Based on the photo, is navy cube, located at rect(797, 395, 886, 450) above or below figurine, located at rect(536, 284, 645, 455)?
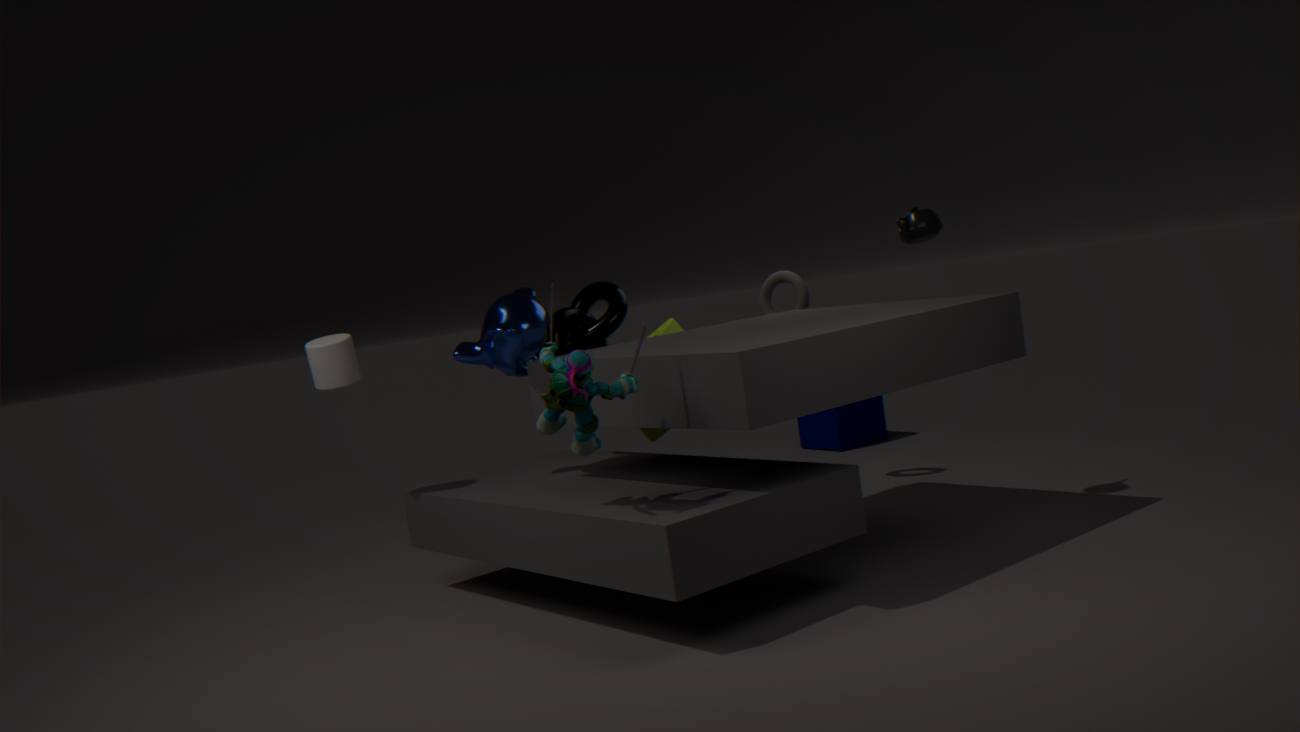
below
